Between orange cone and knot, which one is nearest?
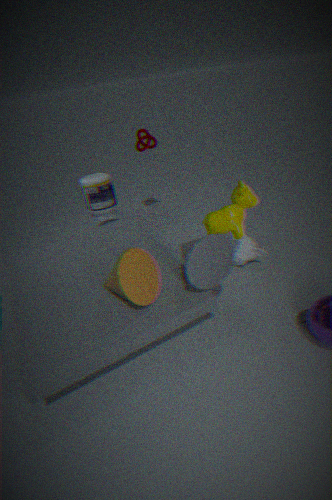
orange cone
